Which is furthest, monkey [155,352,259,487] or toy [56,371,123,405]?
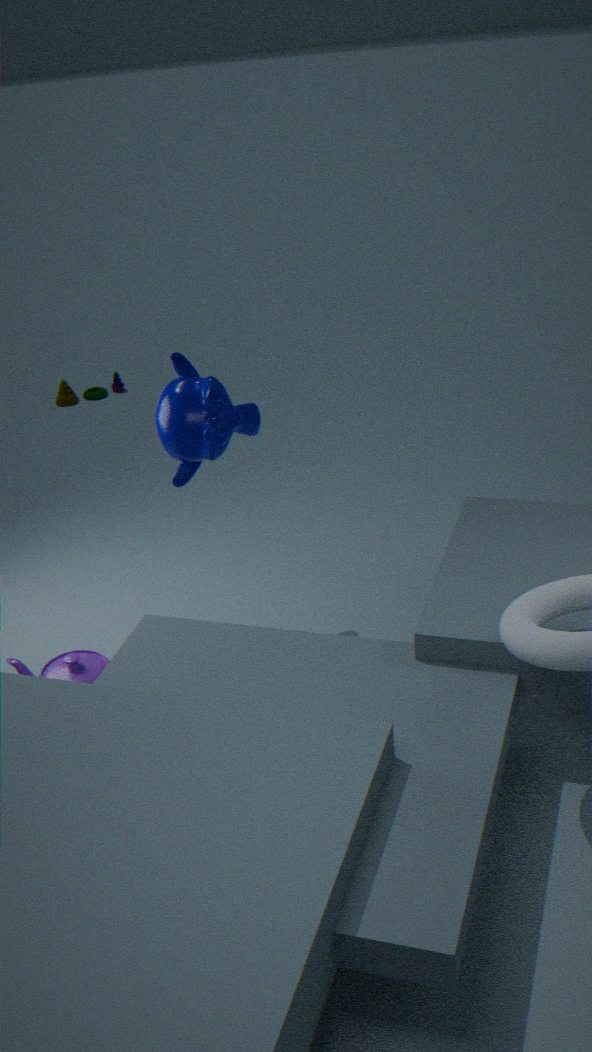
toy [56,371,123,405]
